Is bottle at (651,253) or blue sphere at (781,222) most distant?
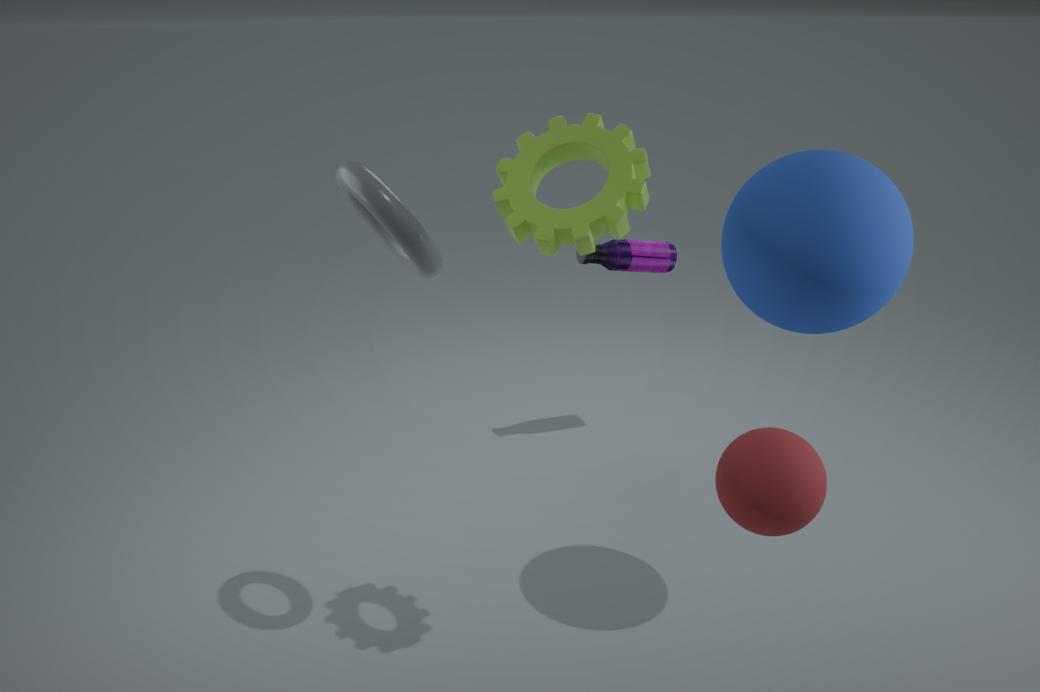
bottle at (651,253)
